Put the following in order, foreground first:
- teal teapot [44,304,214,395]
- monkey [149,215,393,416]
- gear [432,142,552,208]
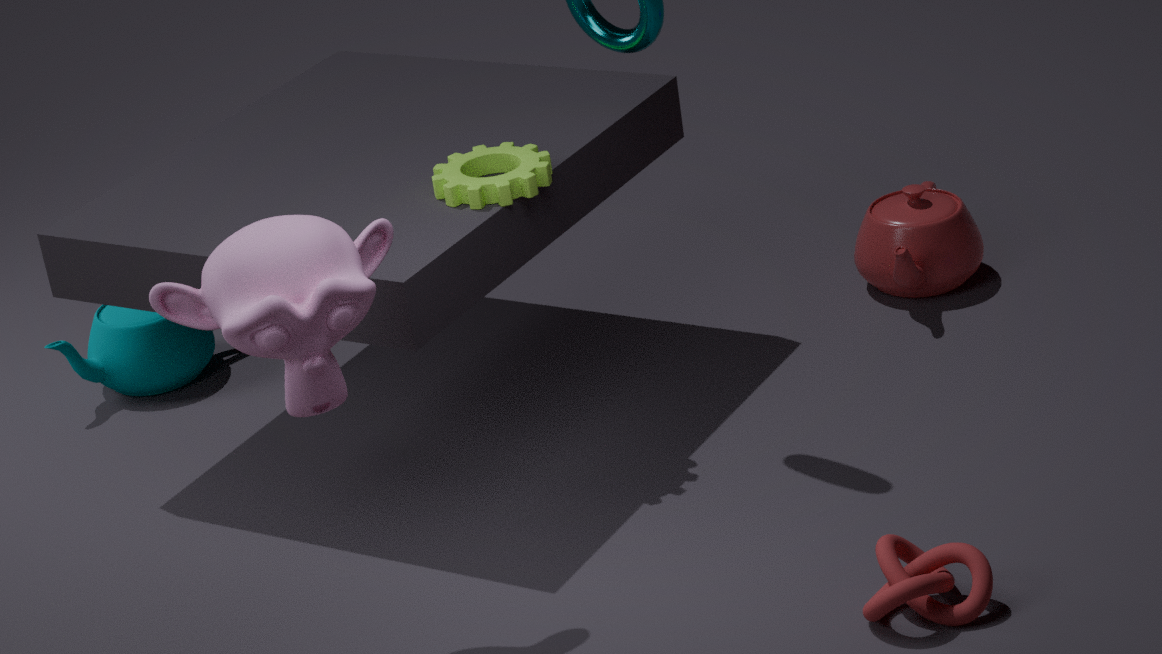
monkey [149,215,393,416], gear [432,142,552,208], teal teapot [44,304,214,395]
